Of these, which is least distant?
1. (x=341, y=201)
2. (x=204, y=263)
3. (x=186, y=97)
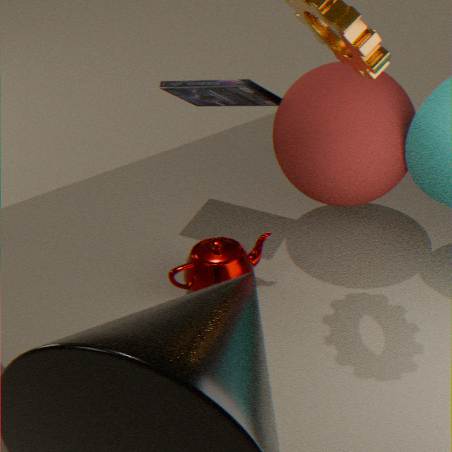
(x=204, y=263)
